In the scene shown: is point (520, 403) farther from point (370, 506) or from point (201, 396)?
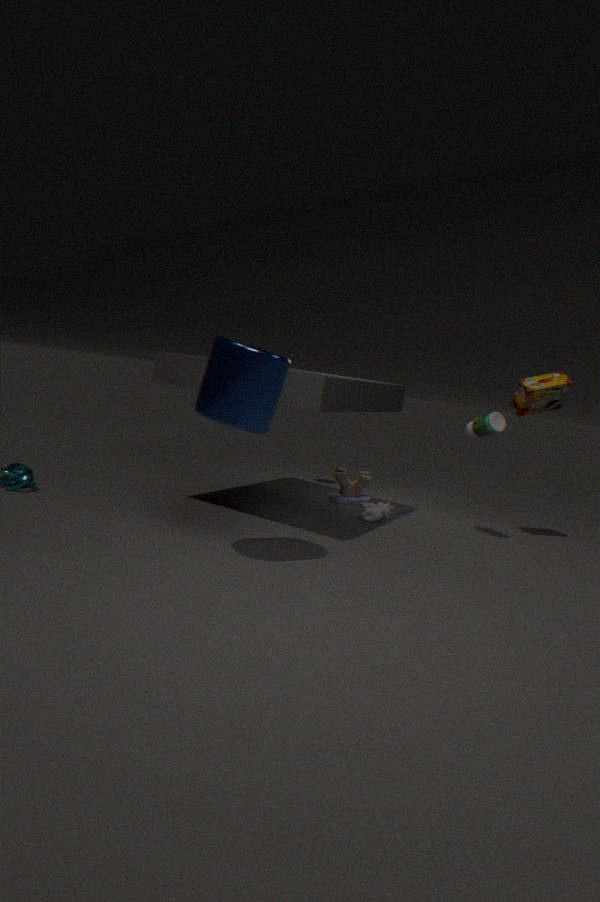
point (201, 396)
